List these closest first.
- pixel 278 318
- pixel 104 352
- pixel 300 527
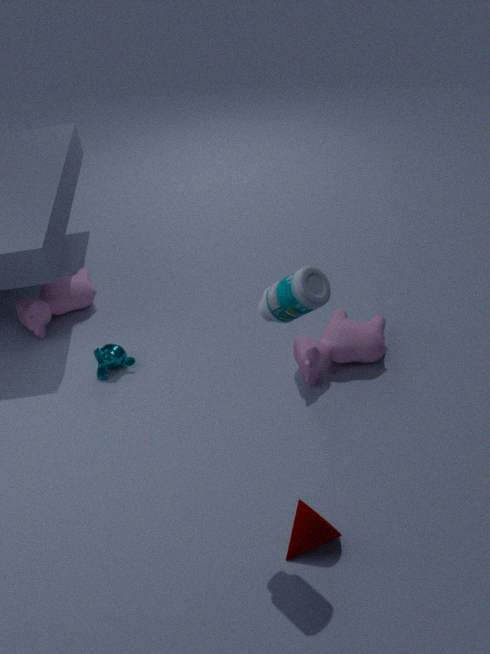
pixel 278 318
pixel 300 527
pixel 104 352
